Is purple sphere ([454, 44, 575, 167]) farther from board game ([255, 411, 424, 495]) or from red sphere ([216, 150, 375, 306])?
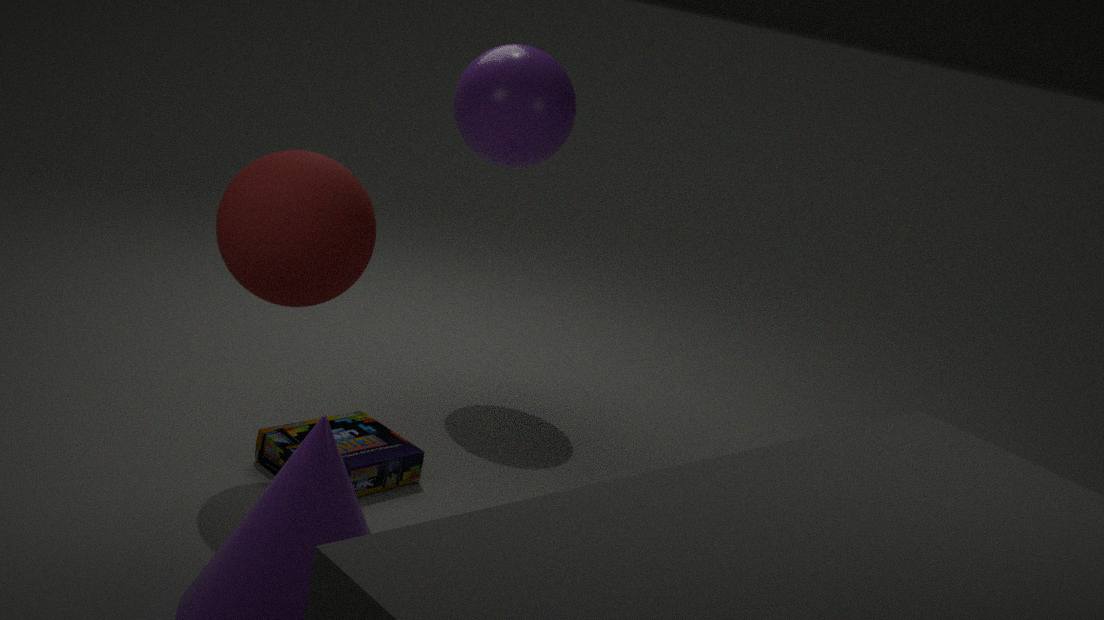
board game ([255, 411, 424, 495])
